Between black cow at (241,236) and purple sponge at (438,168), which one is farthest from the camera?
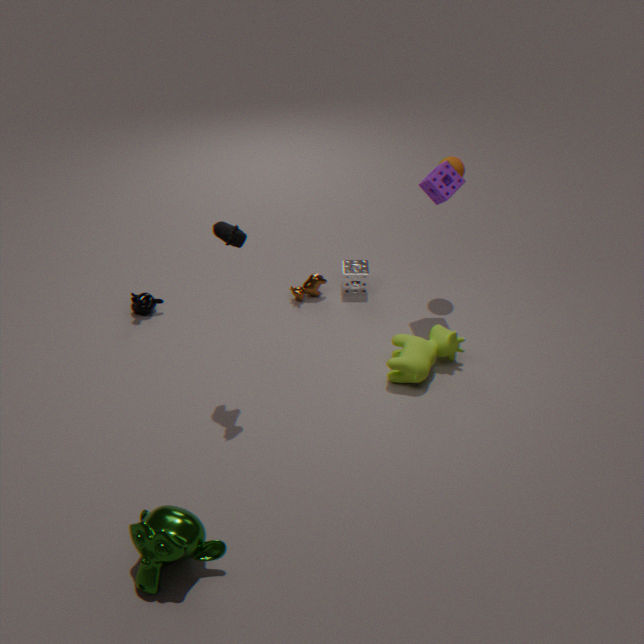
purple sponge at (438,168)
